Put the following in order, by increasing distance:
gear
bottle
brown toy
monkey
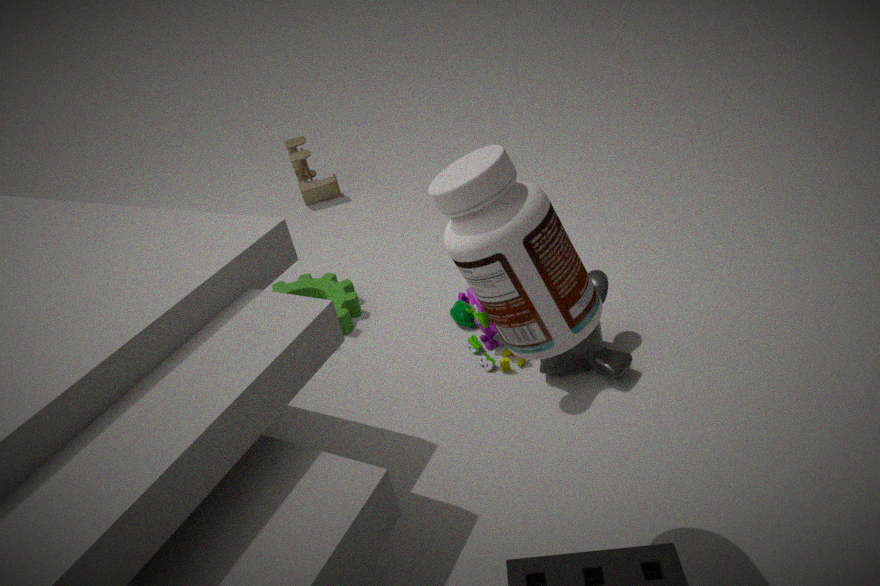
1. bottle
2. monkey
3. gear
4. brown toy
